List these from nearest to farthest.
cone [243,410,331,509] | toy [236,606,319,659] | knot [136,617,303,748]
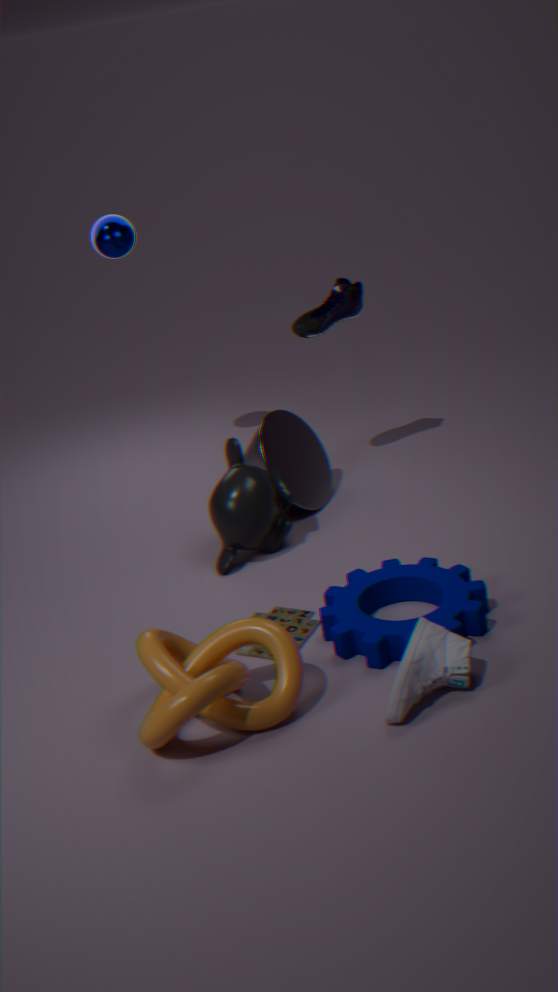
1. knot [136,617,303,748]
2. toy [236,606,319,659]
3. cone [243,410,331,509]
